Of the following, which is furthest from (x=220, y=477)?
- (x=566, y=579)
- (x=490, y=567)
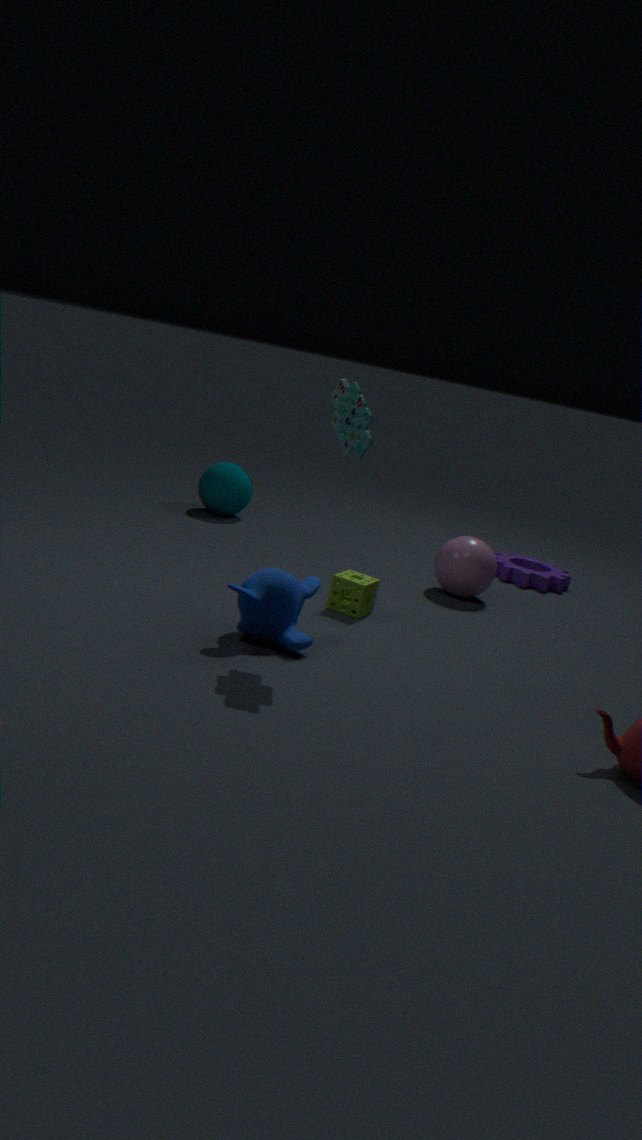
(x=566, y=579)
